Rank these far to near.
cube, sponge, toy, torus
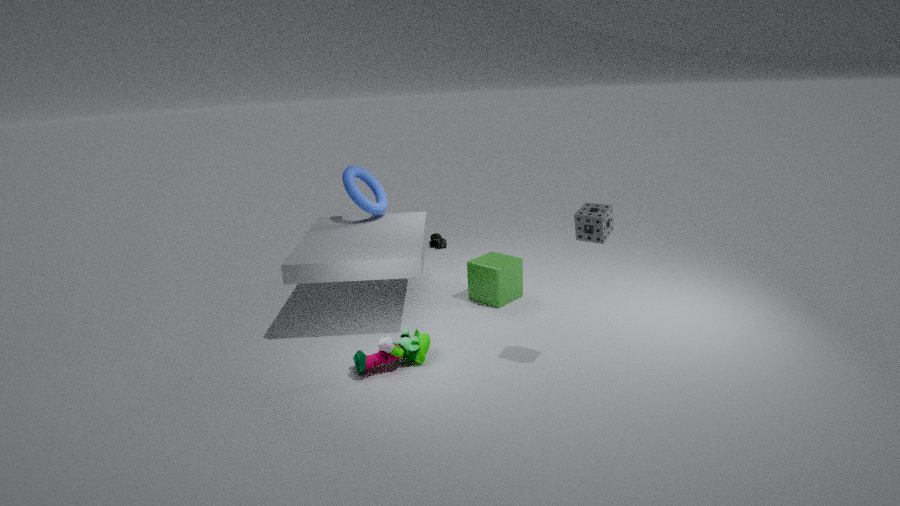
torus, cube, toy, sponge
